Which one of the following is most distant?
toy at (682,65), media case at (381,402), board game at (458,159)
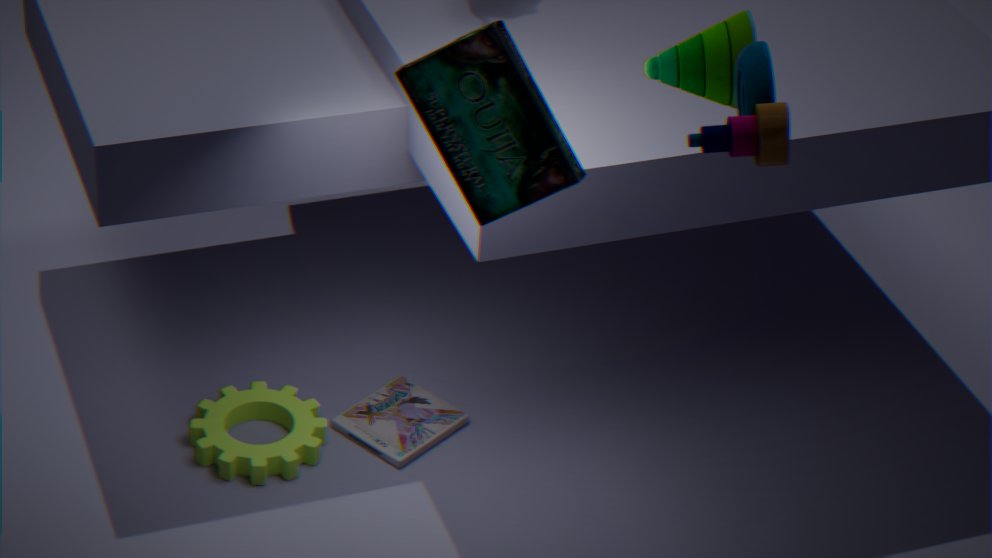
media case at (381,402)
